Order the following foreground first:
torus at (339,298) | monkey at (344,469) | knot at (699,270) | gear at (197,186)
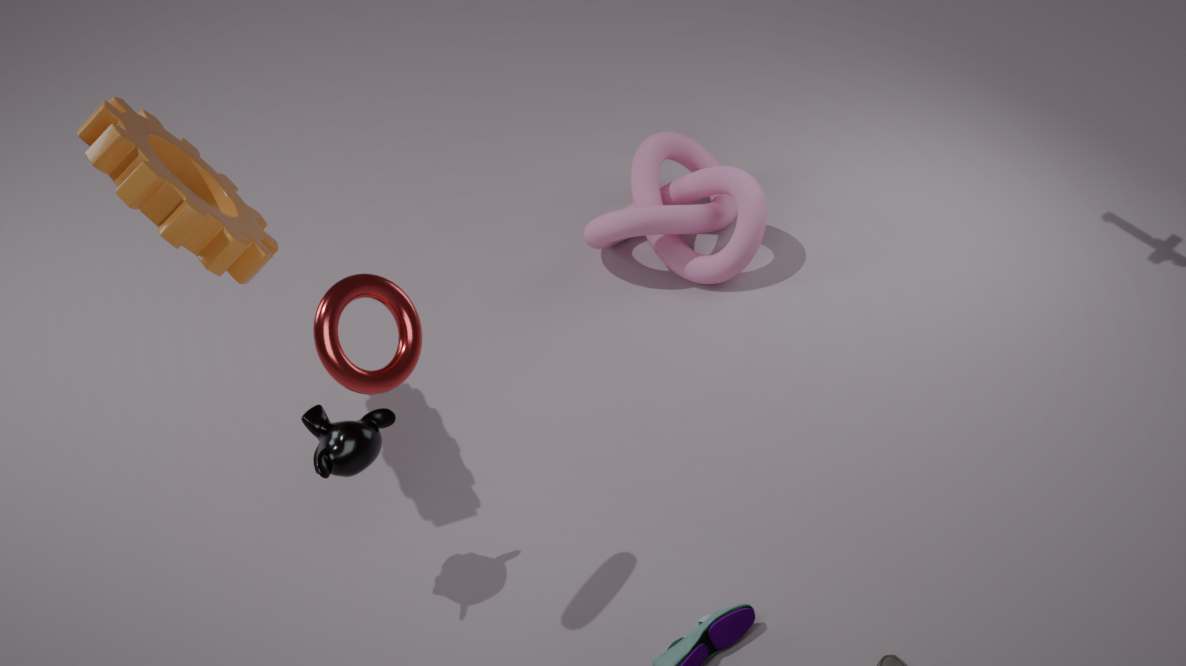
torus at (339,298) < gear at (197,186) < monkey at (344,469) < knot at (699,270)
